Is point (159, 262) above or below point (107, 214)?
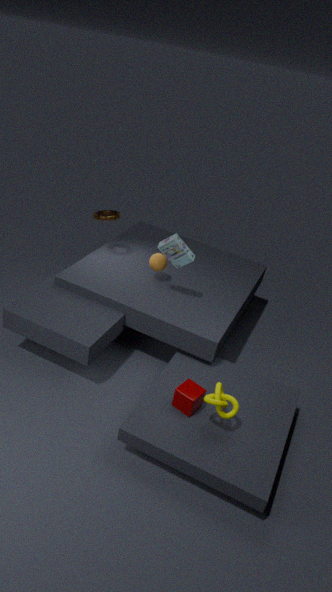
below
